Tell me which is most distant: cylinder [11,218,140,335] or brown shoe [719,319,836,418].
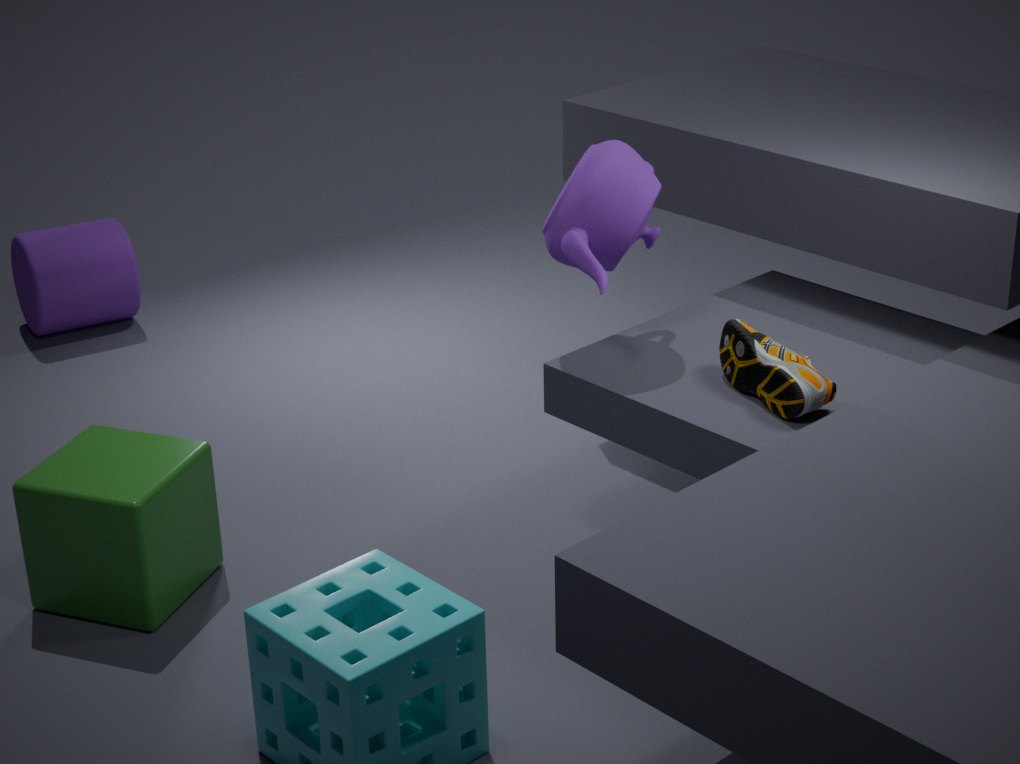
cylinder [11,218,140,335]
